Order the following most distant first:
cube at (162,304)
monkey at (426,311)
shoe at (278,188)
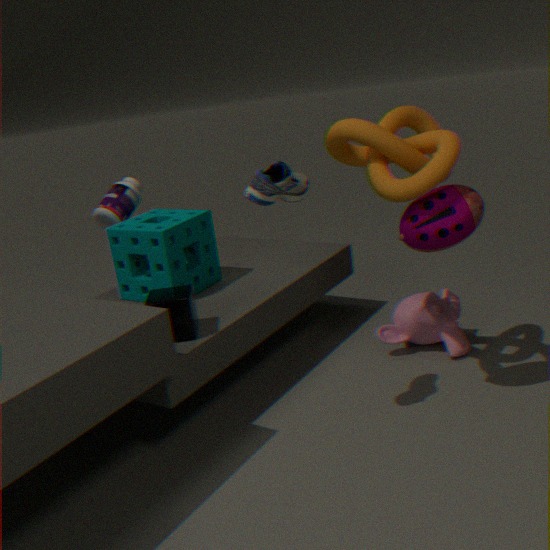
1. monkey at (426,311)
2. cube at (162,304)
3. shoe at (278,188)
